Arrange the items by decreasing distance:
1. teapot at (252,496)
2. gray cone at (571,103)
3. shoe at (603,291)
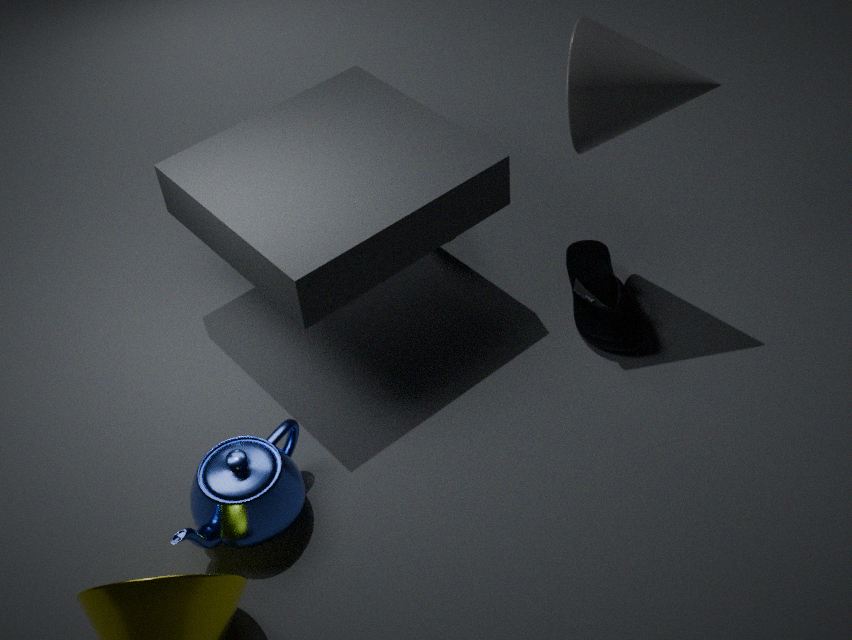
1. shoe at (603,291)
2. gray cone at (571,103)
3. teapot at (252,496)
